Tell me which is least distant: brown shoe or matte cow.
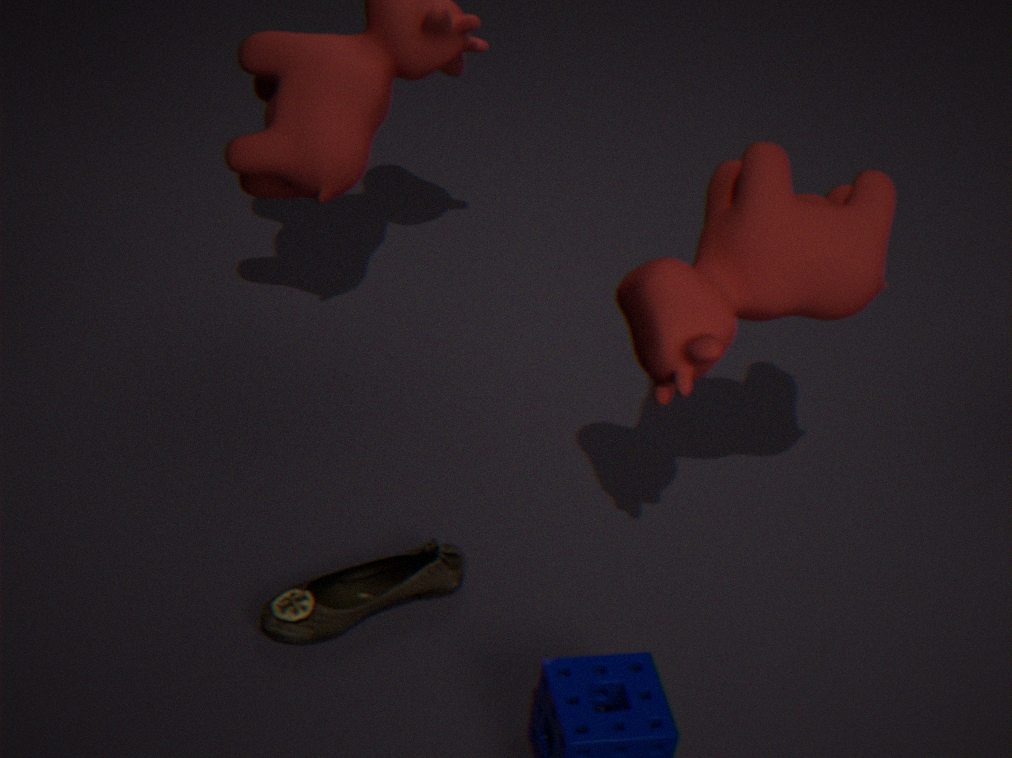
matte cow
